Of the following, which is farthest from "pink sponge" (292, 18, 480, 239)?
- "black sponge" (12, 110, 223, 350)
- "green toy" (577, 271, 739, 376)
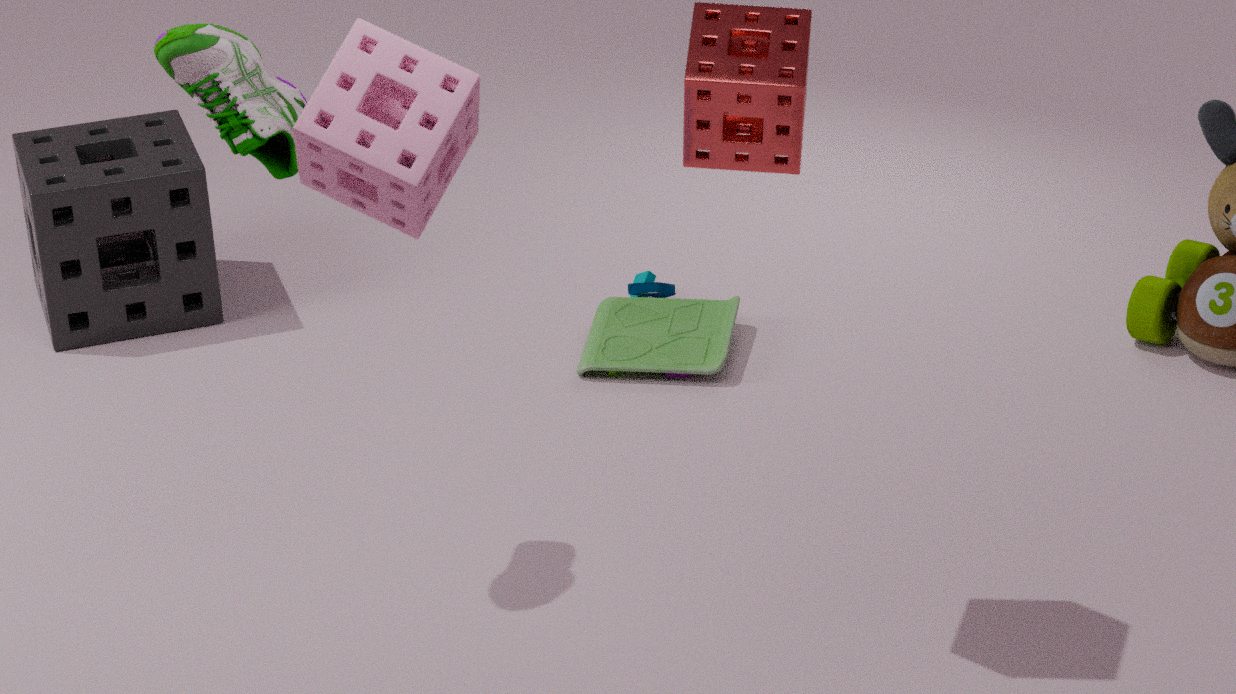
"black sponge" (12, 110, 223, 350)
